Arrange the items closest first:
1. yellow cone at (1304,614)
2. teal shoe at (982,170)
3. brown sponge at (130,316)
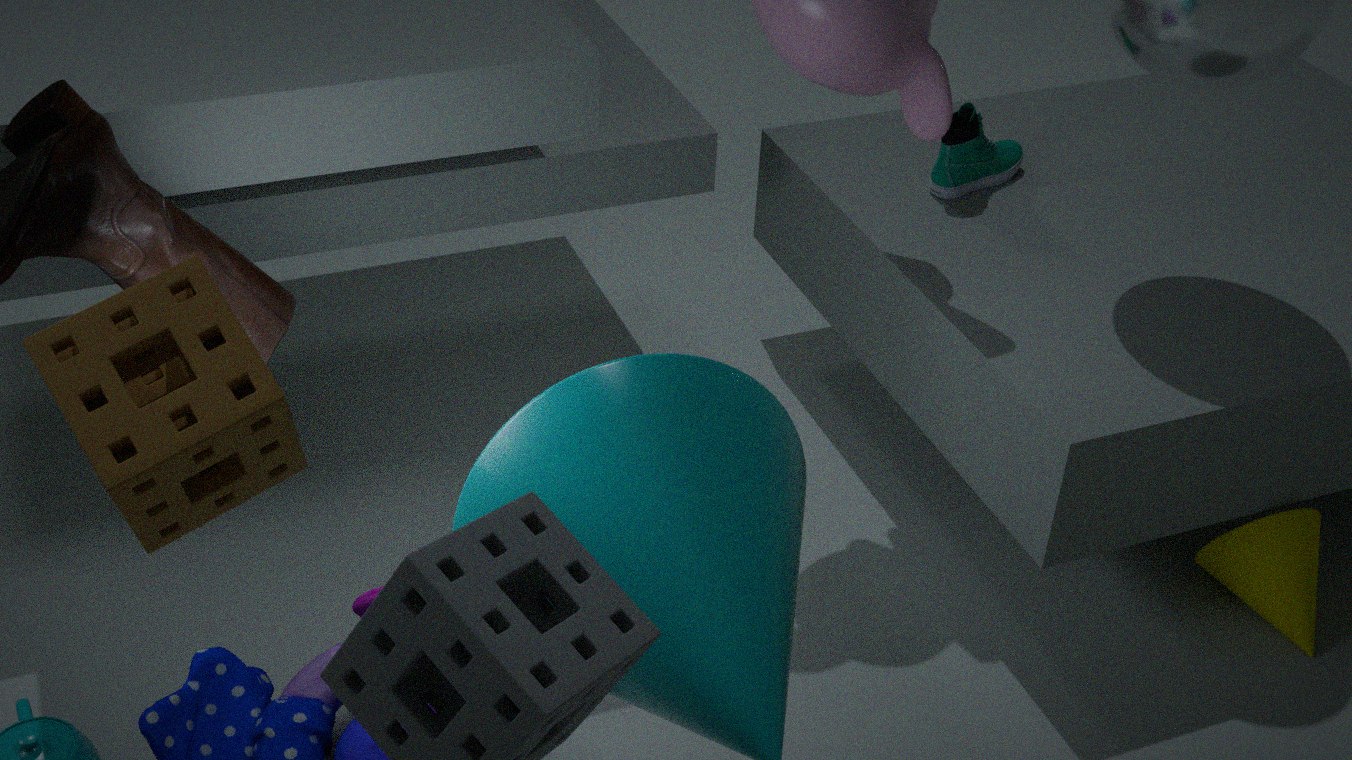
brown sponge at (130,316), yellow cone at (1304,614), teal shoe at (982,170)
